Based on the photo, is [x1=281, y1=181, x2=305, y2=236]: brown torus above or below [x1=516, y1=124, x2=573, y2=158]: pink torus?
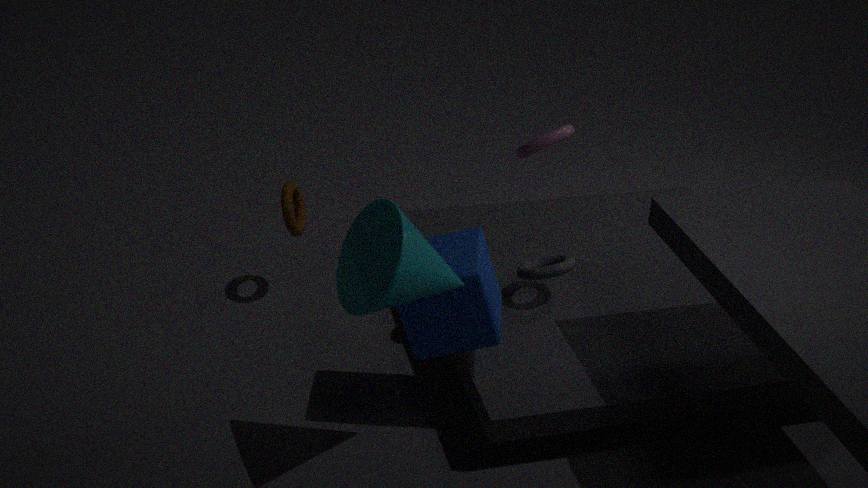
below
